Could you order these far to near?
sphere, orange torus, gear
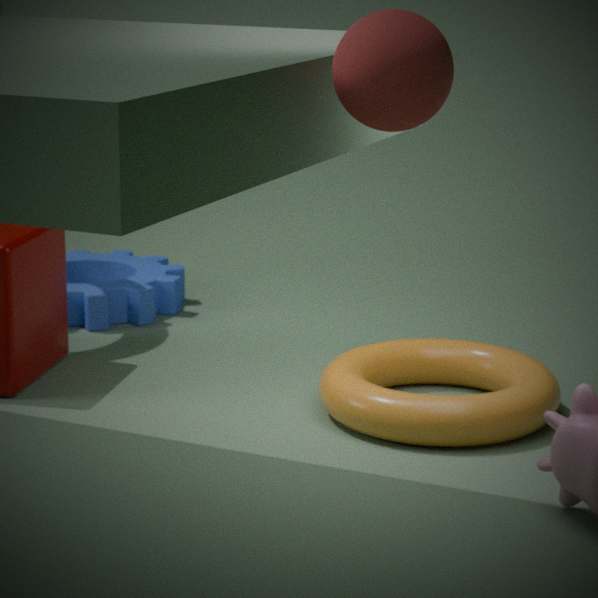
gear
orange torus
sphere
